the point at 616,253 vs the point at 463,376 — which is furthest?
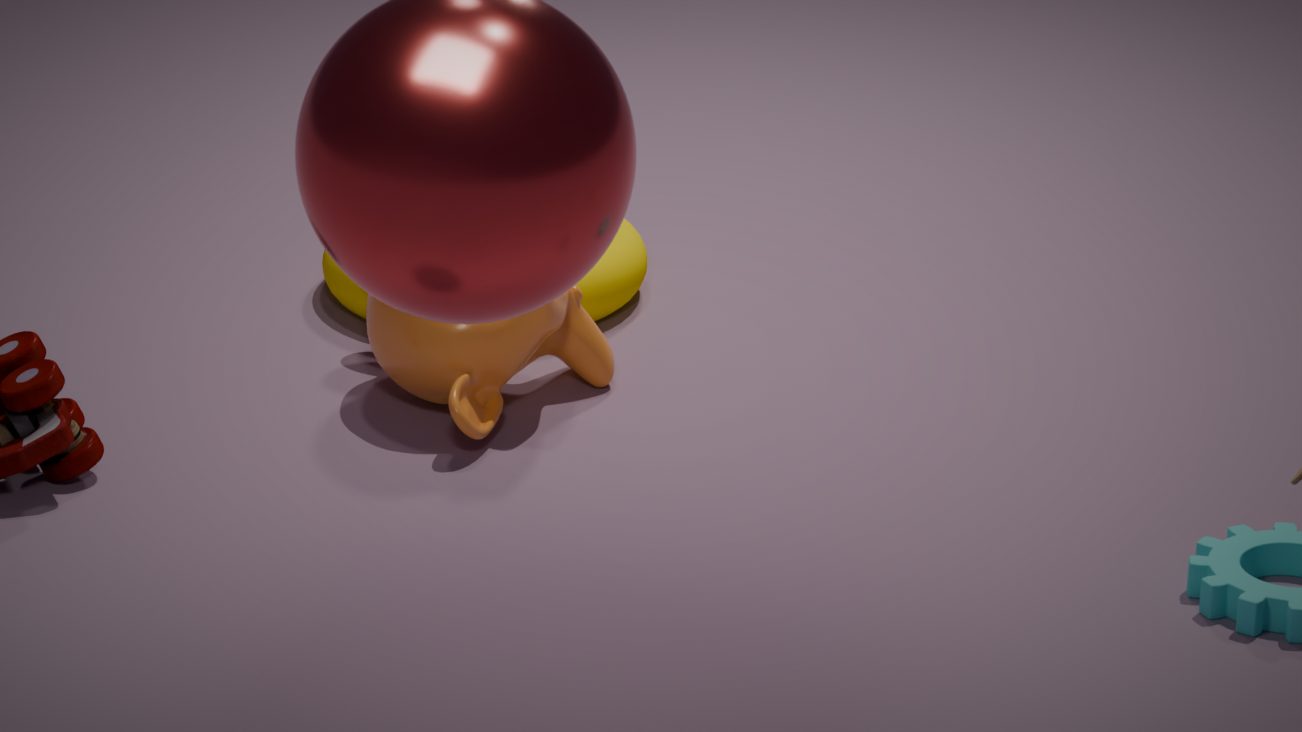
the point at 616,253
